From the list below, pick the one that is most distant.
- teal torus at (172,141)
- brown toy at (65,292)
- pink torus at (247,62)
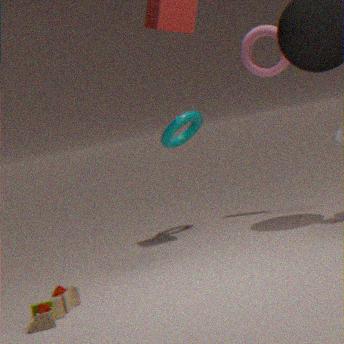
teal torus at (172,141)
